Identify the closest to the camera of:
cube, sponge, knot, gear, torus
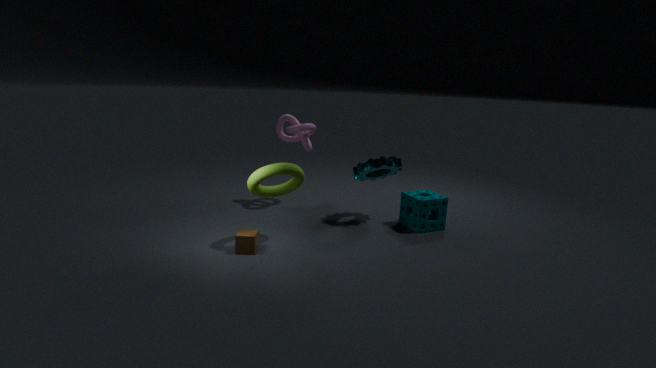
torus
